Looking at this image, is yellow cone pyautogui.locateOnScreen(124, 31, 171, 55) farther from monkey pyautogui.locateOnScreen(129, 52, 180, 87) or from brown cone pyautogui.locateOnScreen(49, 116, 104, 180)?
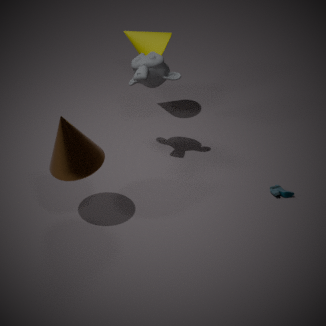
brown cone pyautogui.locateOnScreen(49, 116, 104, 180)
